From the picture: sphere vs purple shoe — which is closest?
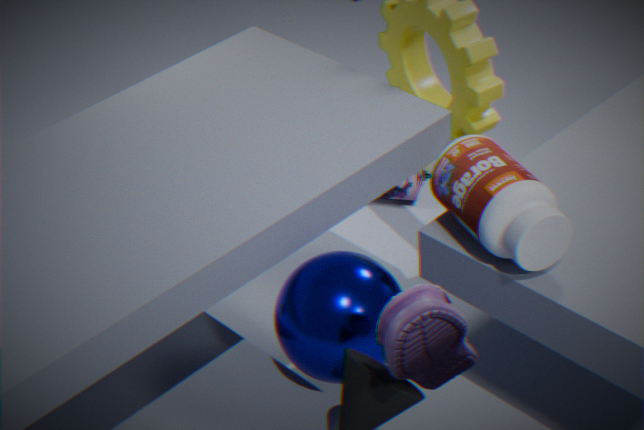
purple shoe
